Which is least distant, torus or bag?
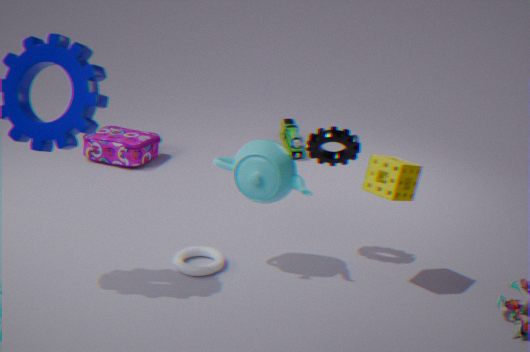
torus
